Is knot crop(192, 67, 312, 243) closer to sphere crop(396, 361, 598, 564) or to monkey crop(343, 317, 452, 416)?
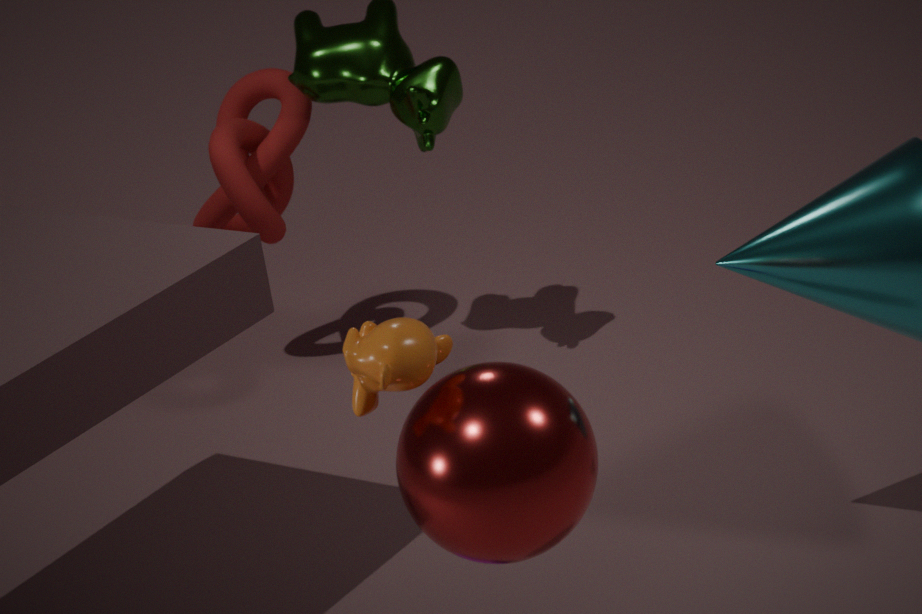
sphere crop(396, 361, 598, 564)
